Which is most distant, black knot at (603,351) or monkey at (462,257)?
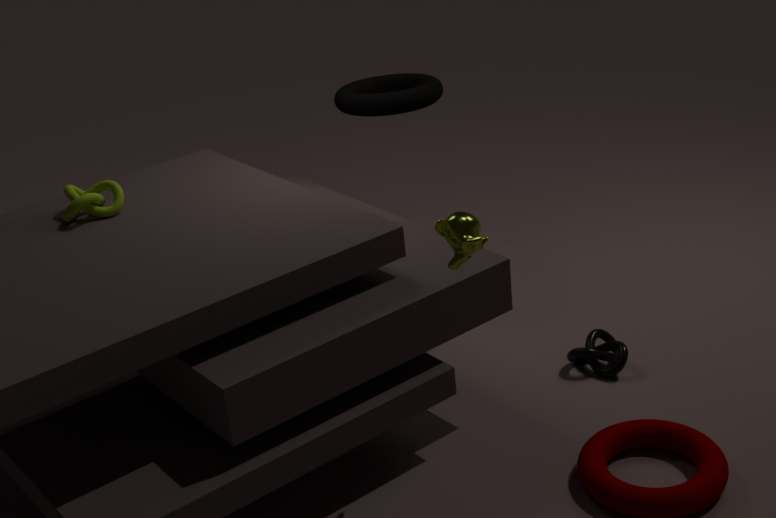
black knot at (603,351)
